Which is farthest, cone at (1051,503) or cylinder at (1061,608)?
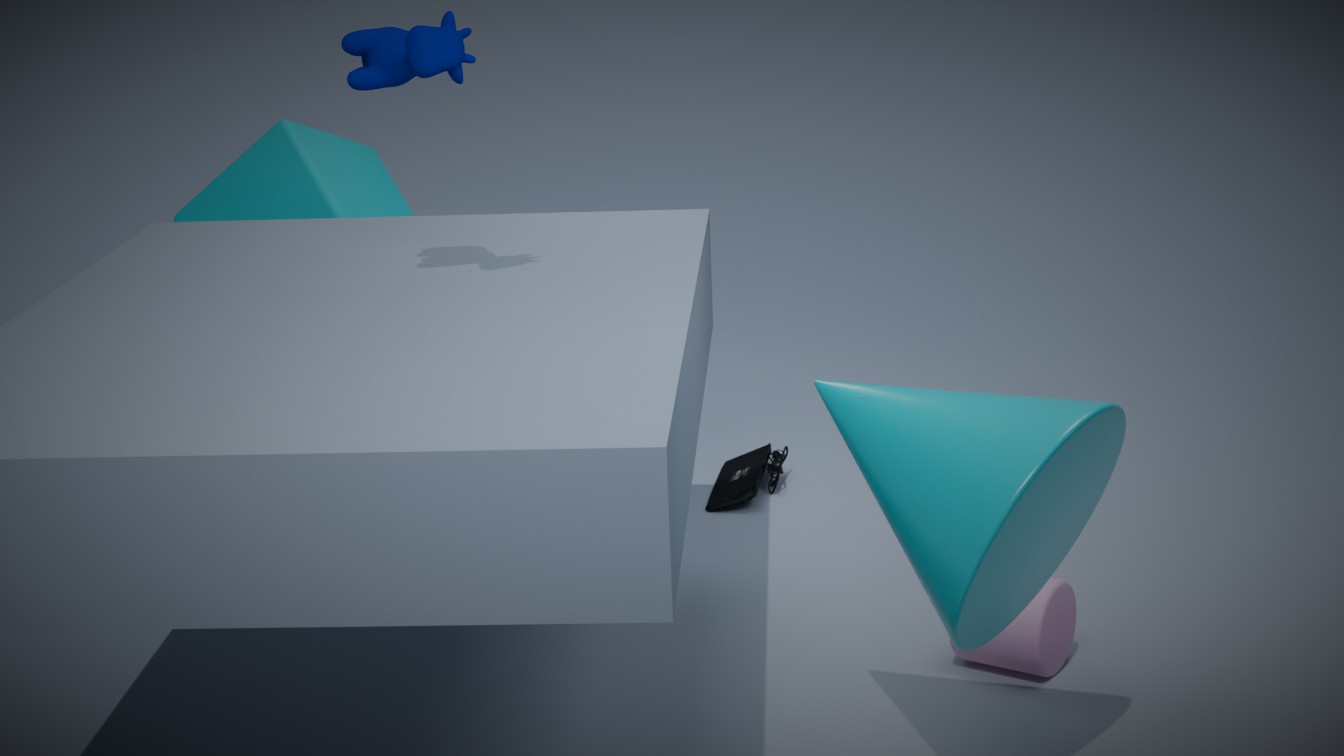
cylinder at (1061,608)
